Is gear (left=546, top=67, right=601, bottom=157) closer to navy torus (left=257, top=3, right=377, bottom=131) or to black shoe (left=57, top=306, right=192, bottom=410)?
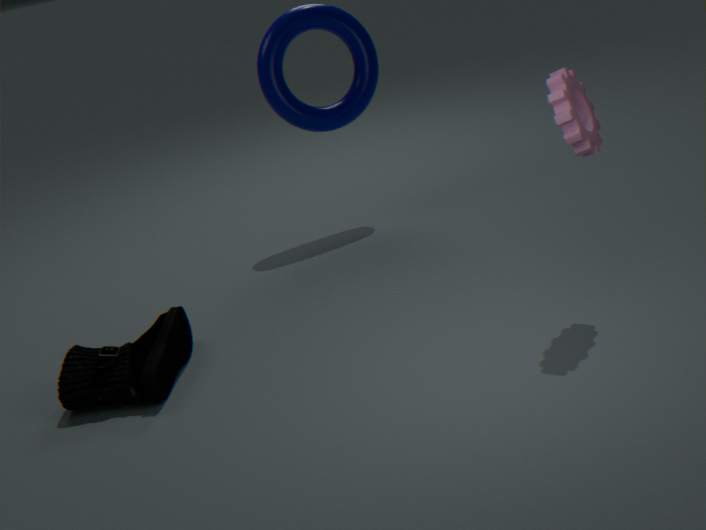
navy torus (left=257, top=3, right=377, bottom=131)
